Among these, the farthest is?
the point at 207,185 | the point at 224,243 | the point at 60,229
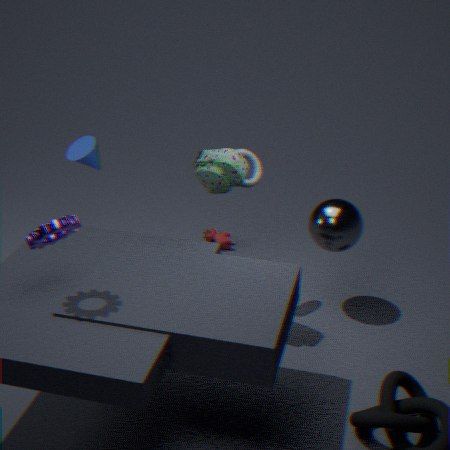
the point at 224,243
